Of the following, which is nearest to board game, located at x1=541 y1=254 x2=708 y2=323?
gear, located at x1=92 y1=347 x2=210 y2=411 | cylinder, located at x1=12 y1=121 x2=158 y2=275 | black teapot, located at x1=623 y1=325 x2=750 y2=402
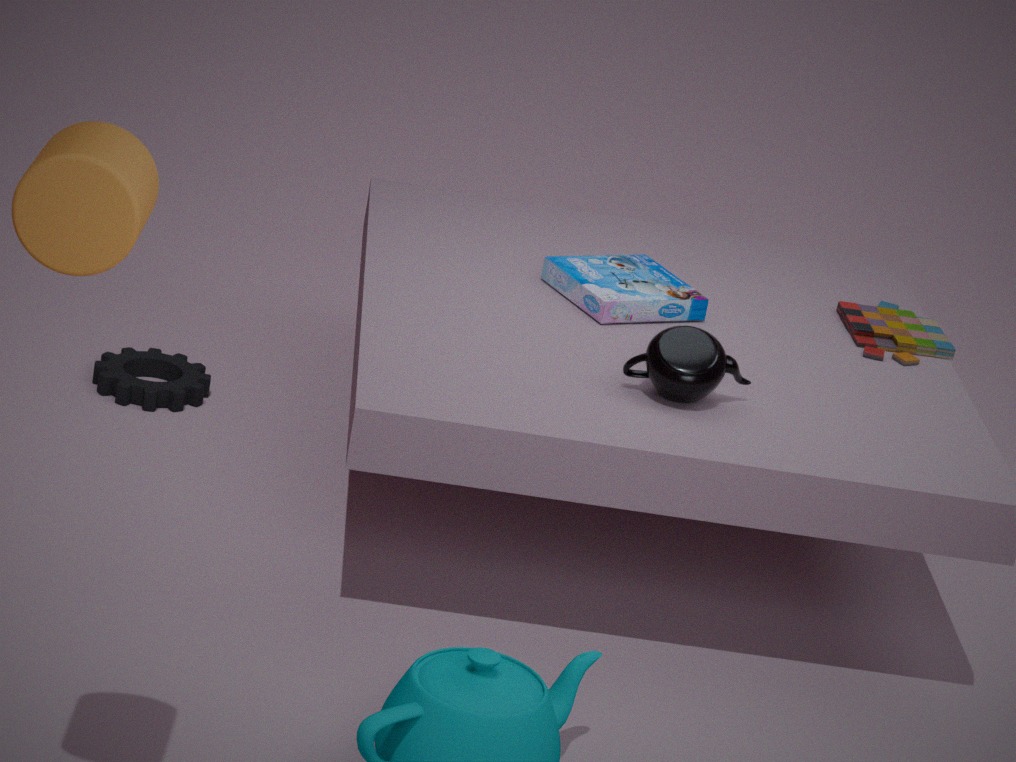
black teapot, located at x1=623 y1=325 x2=750 y2=402
